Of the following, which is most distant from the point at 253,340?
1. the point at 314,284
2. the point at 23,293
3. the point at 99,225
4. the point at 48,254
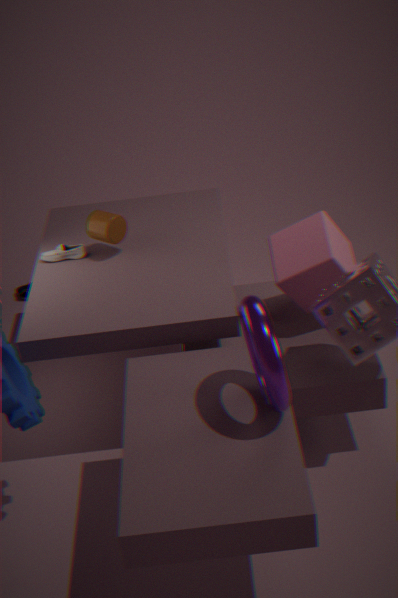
the point at 23,293
